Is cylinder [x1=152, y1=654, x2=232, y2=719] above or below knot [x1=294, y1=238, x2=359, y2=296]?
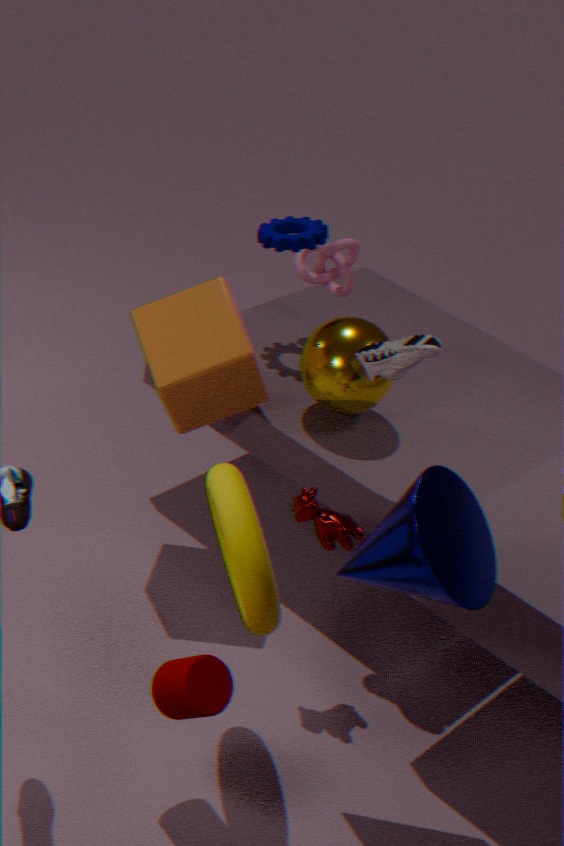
below
